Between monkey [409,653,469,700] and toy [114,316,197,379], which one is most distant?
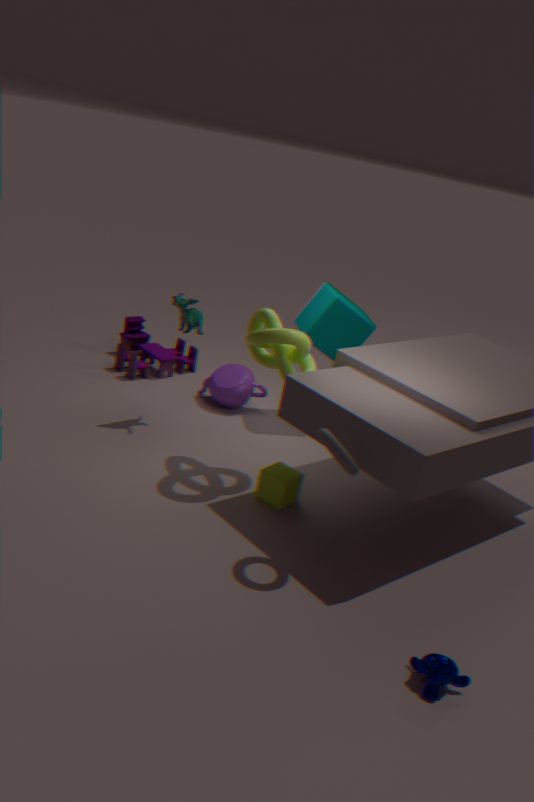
toy [114,316,197,379]
